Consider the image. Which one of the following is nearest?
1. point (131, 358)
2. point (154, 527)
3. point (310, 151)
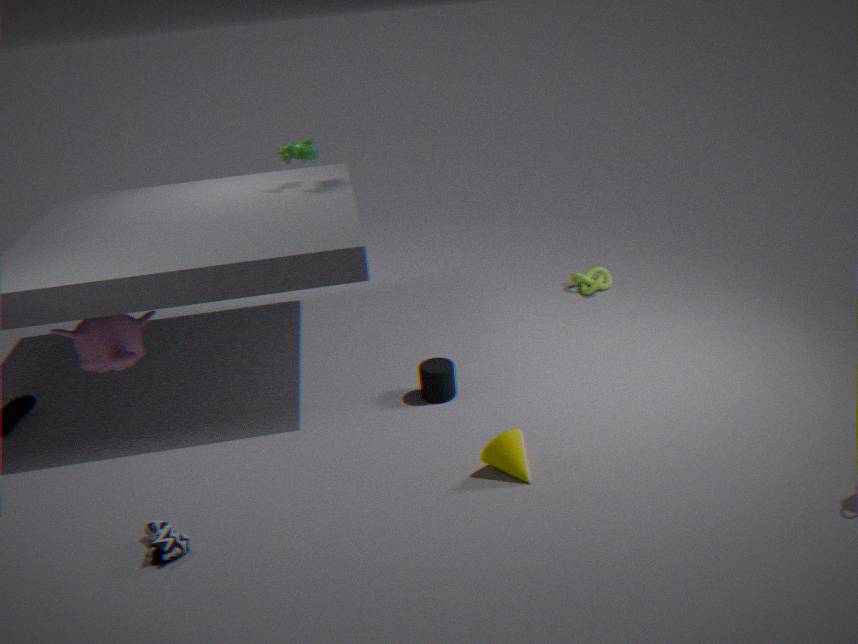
point (154, 527)
